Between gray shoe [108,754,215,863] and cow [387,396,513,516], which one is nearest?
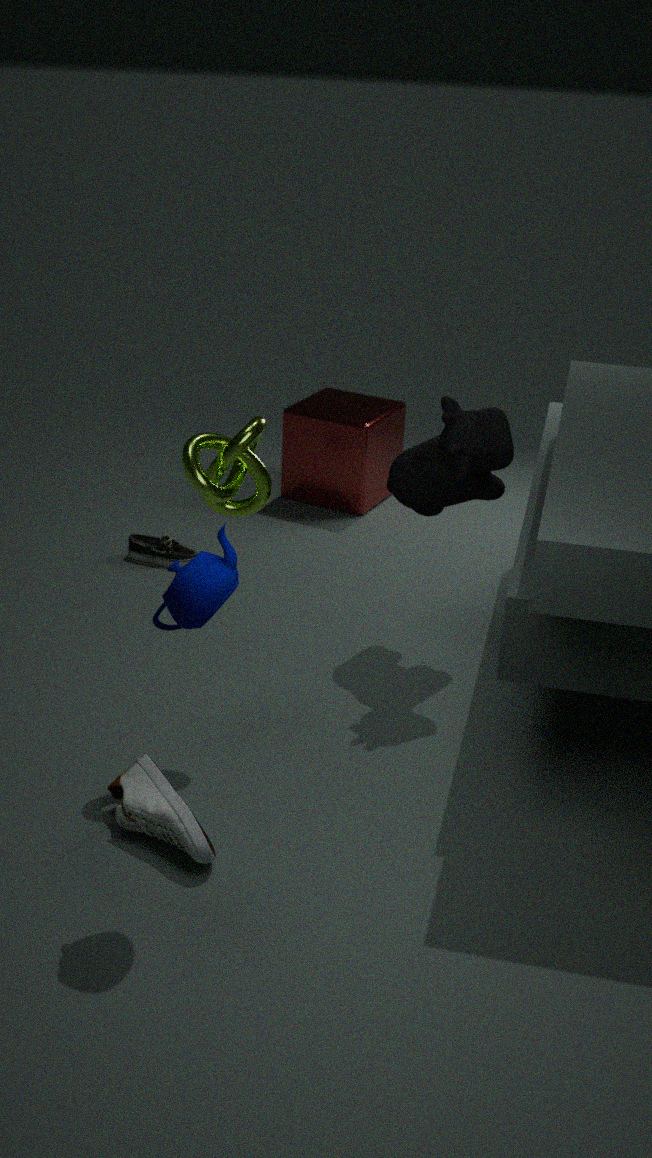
gray shoe [108,754,215,863]
